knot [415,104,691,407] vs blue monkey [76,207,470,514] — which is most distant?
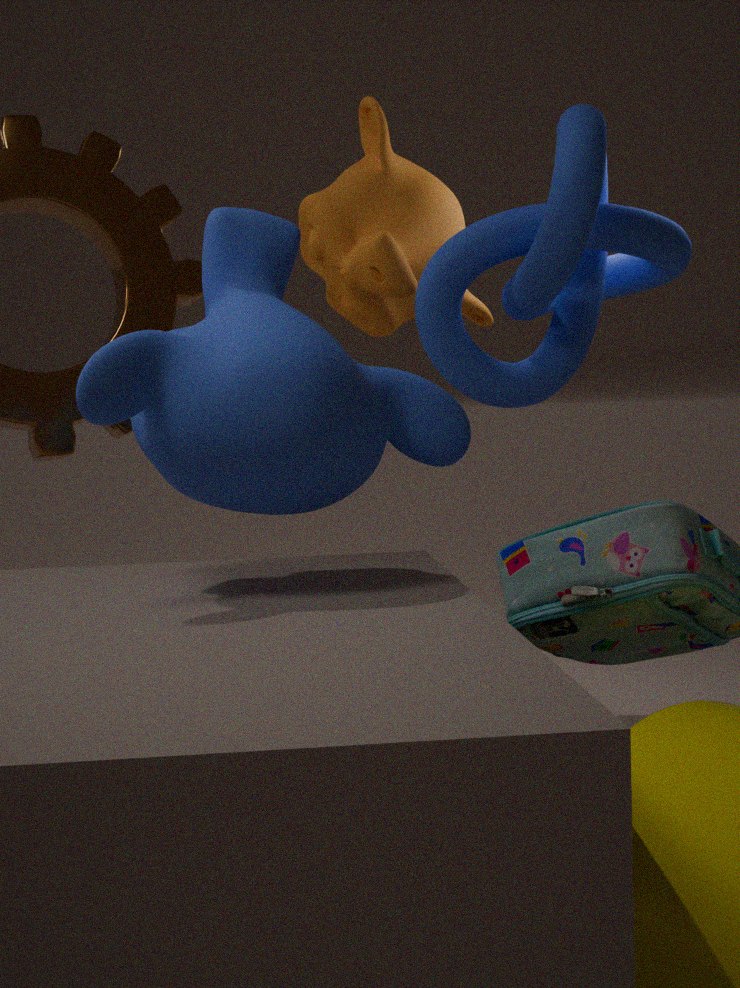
knot [415,104,691,407]
